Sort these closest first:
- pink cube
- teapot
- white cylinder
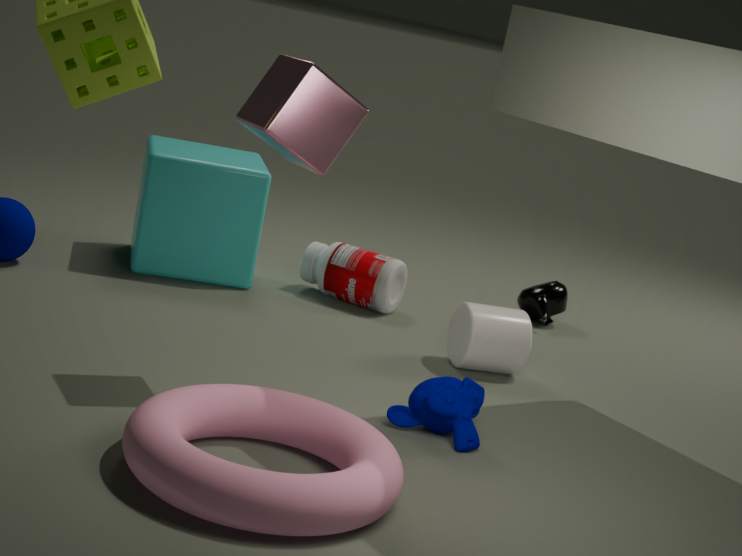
1. pink cube
2. white cylinder
3. teapot
